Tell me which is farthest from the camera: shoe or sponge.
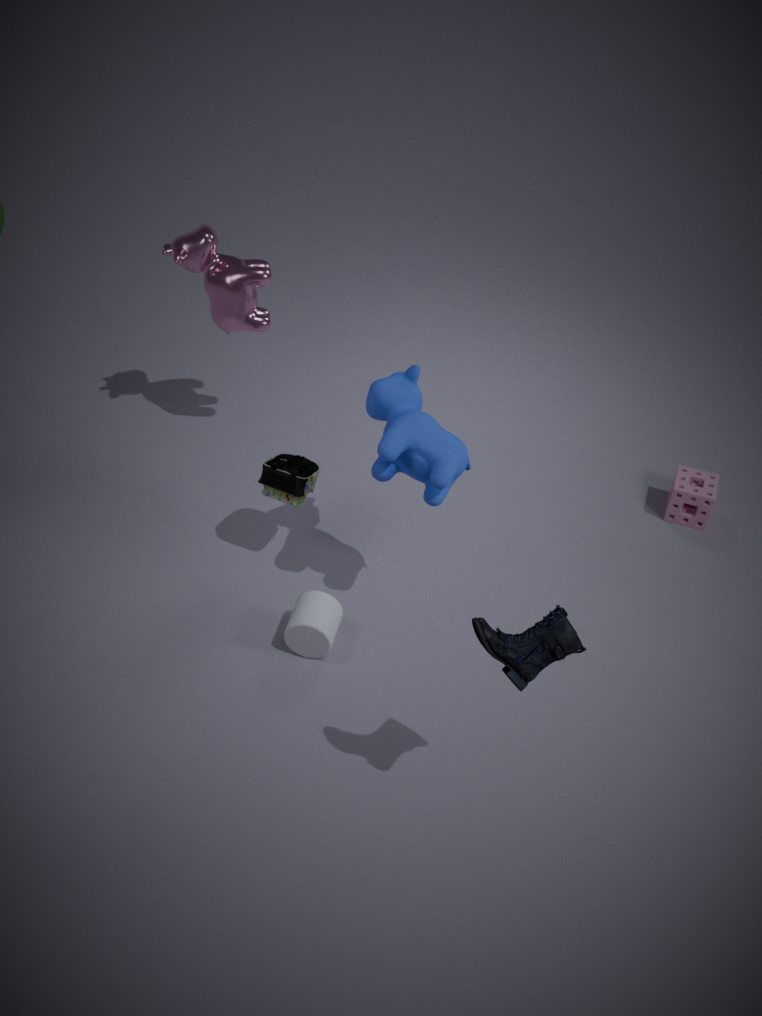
sponge
